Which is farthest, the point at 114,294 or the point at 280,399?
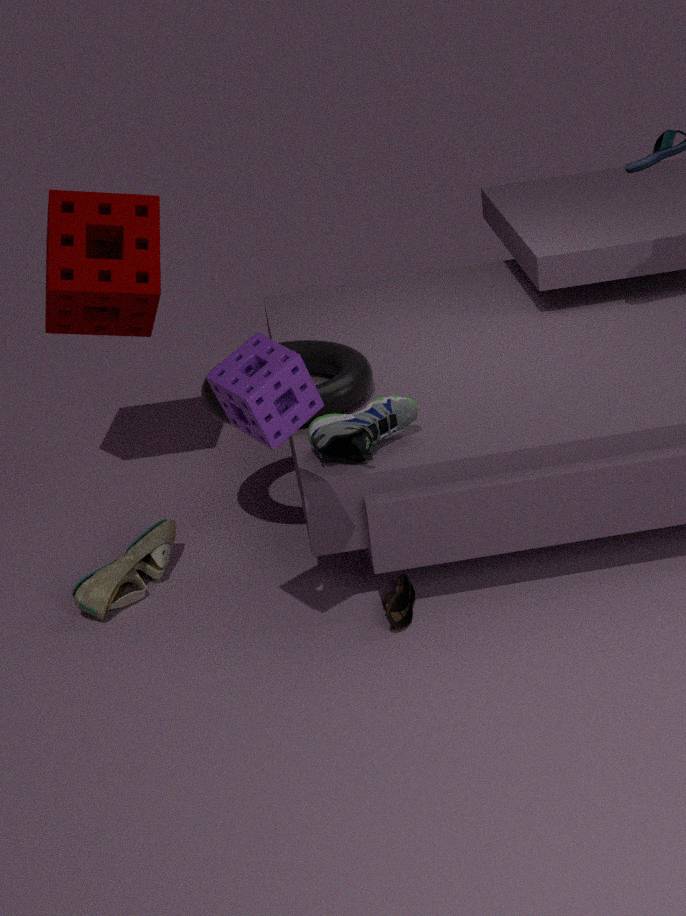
the point at 114,294
